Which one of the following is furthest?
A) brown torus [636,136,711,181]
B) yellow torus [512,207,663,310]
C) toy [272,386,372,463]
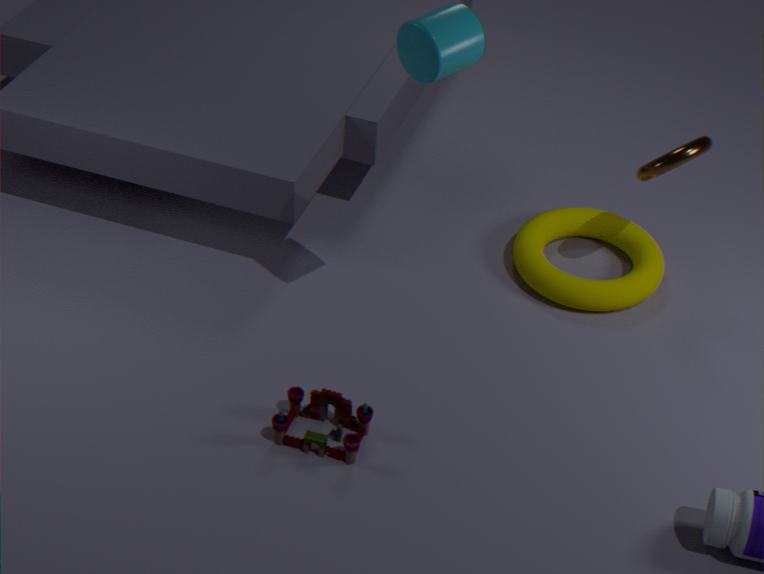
yellow torus [512,207,663,310]
